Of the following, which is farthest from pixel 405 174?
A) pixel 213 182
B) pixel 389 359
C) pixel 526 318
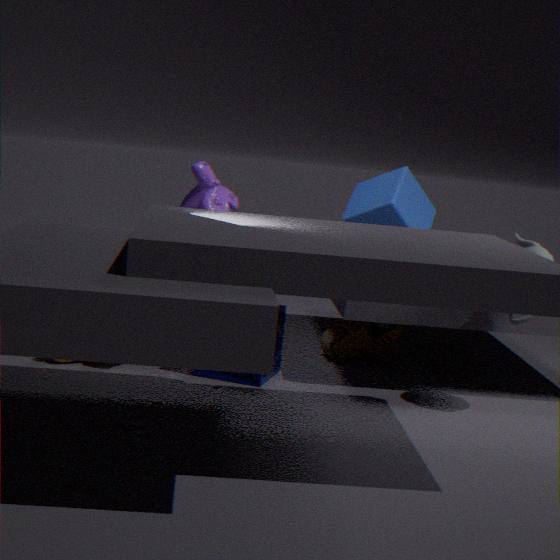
pixel 526 318
